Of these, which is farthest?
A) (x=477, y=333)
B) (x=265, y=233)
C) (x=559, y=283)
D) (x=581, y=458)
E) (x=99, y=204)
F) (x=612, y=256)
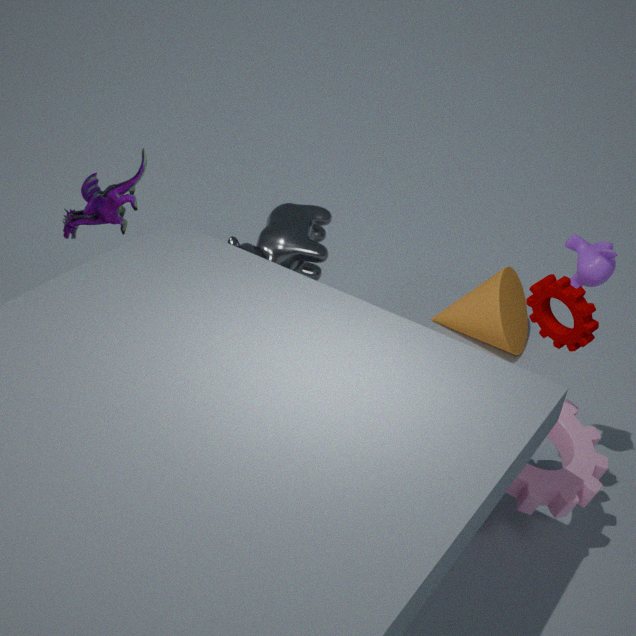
(x=477, y=333)
